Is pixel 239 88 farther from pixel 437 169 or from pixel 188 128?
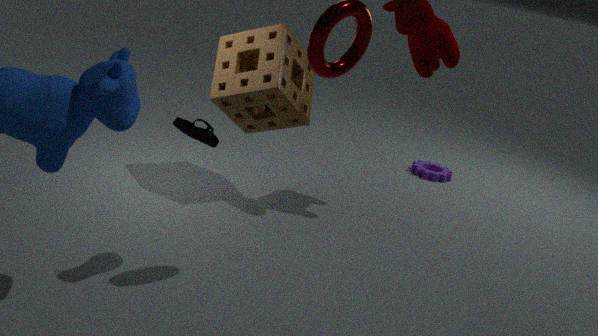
pixel 437 169
